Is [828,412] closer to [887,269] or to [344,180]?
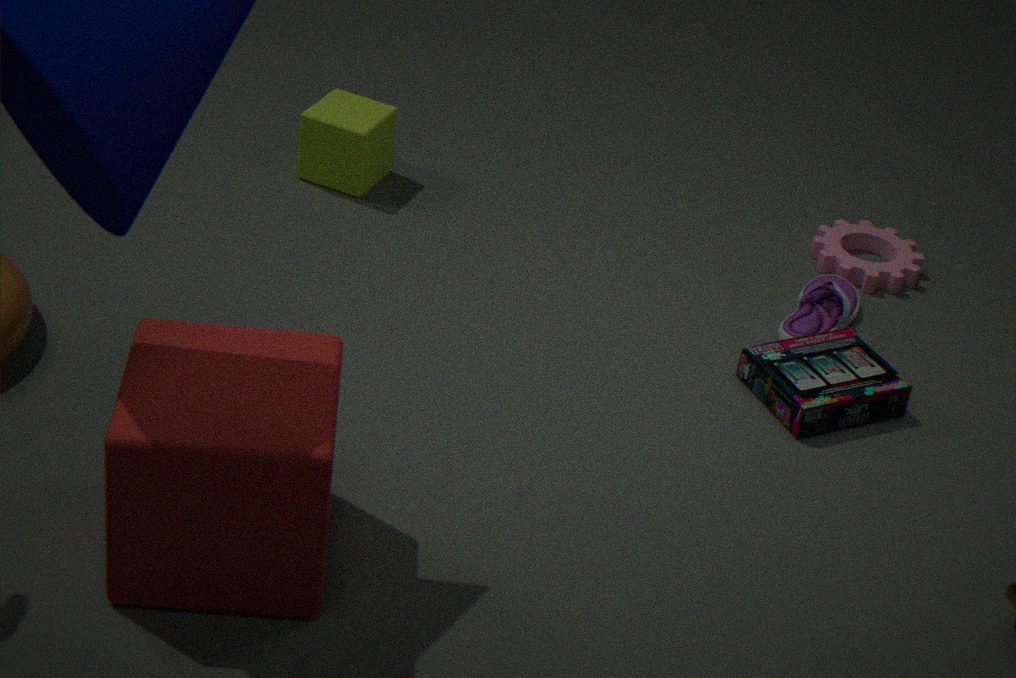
[887,269]
